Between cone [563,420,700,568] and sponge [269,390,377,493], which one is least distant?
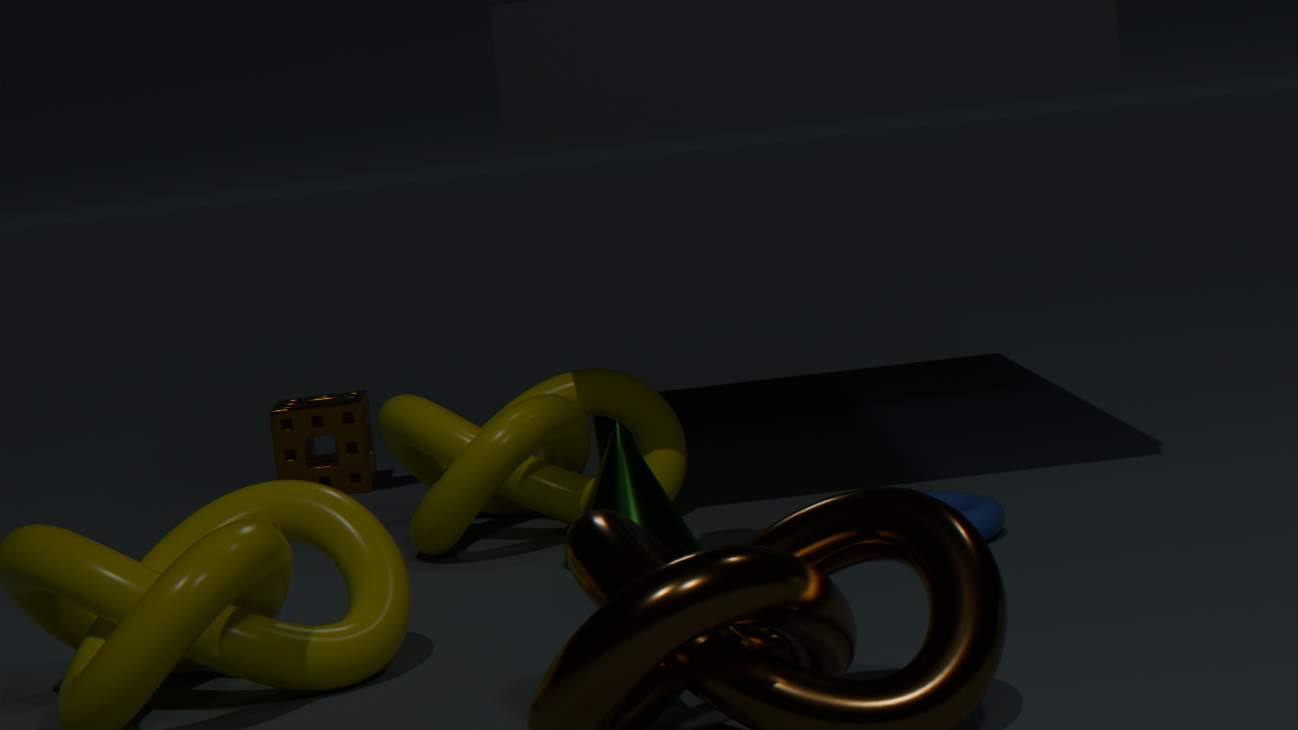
cone [563,420,700,568]
